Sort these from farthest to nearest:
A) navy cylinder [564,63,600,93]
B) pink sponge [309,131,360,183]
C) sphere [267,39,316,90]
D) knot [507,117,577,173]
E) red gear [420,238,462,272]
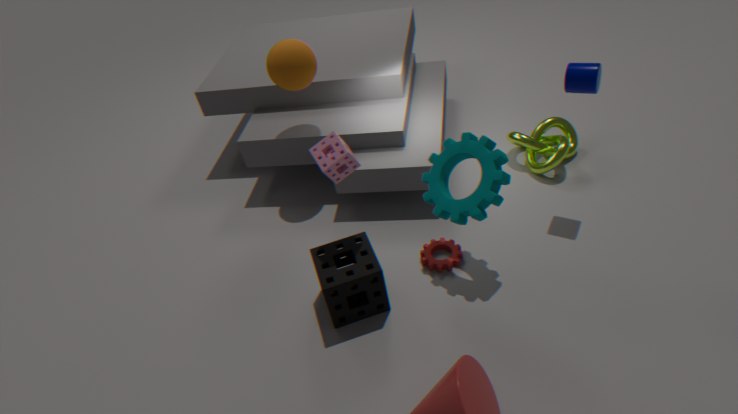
knot [507,117,577,173], sphere [267,39,316,90], red gear [420,238,462,272], navy cylinder [564,63,600,93], pink sponge [309,131,360,183]
